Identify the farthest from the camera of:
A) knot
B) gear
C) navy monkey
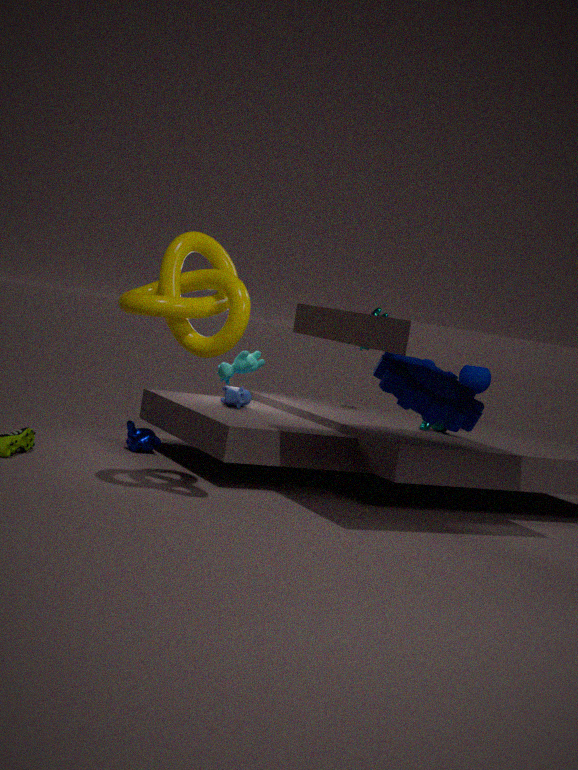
navy monkey
